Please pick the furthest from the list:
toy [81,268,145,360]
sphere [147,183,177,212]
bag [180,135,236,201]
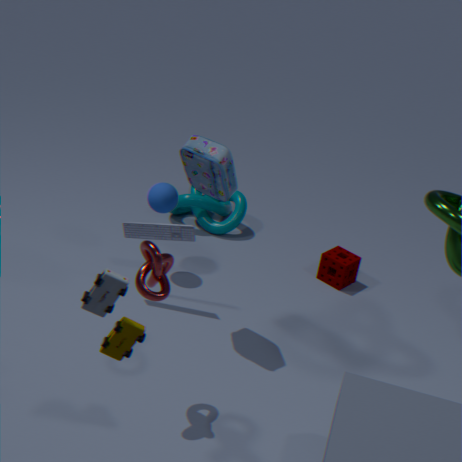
sphere [147,183,177,212]
